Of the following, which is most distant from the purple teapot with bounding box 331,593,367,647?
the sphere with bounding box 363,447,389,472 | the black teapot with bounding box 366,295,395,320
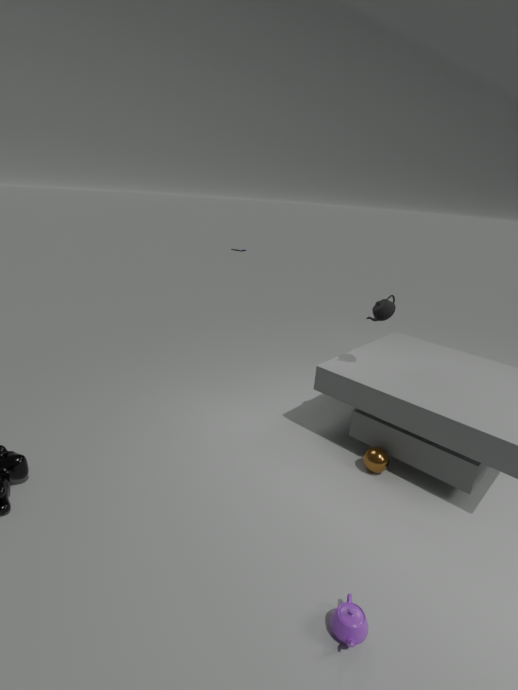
the black teapot with bounding box 366,295,395,320
